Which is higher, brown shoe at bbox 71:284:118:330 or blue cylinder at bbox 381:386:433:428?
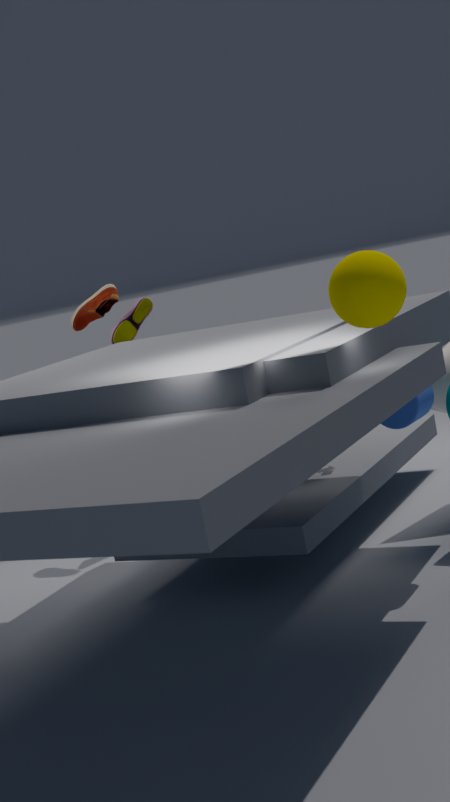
brown shoe at bbox 71:284:118:330
